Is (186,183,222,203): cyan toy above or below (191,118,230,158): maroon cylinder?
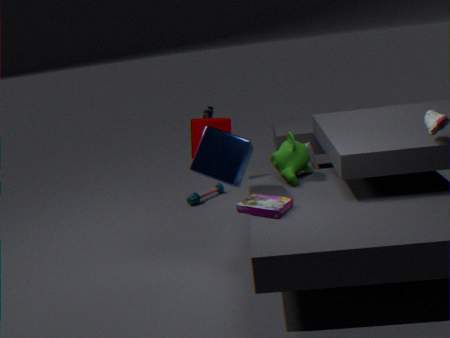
below
